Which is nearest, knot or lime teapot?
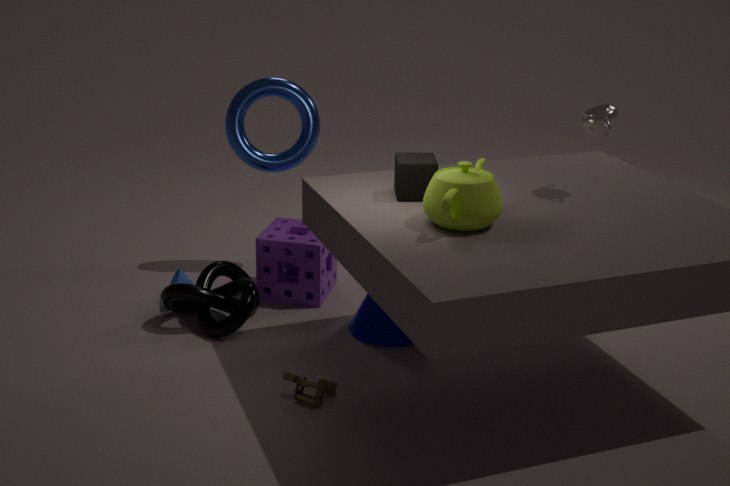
lime teapot
